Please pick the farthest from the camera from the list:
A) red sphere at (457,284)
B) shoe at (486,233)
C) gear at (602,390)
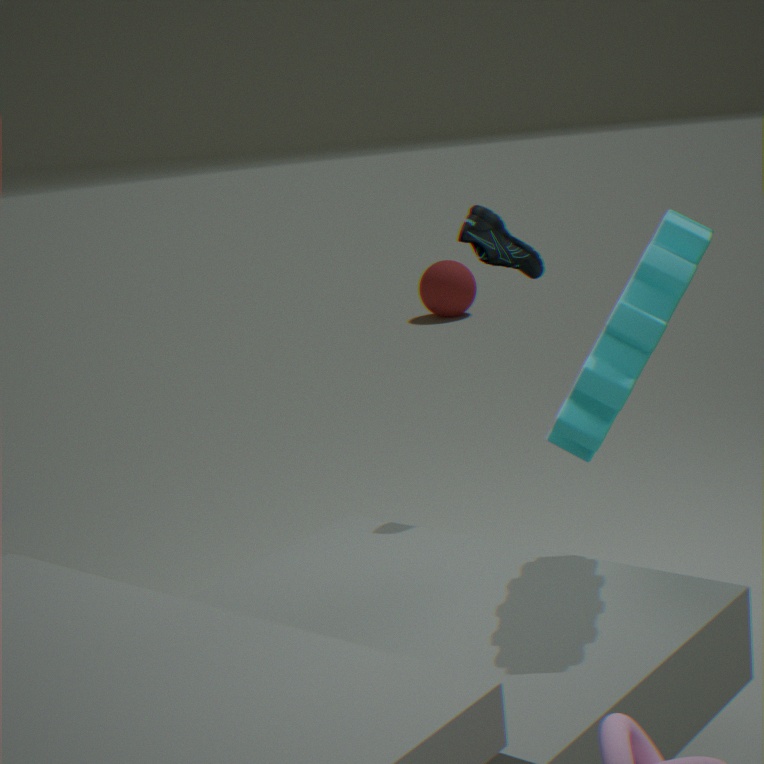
red sphere at (457,284)
